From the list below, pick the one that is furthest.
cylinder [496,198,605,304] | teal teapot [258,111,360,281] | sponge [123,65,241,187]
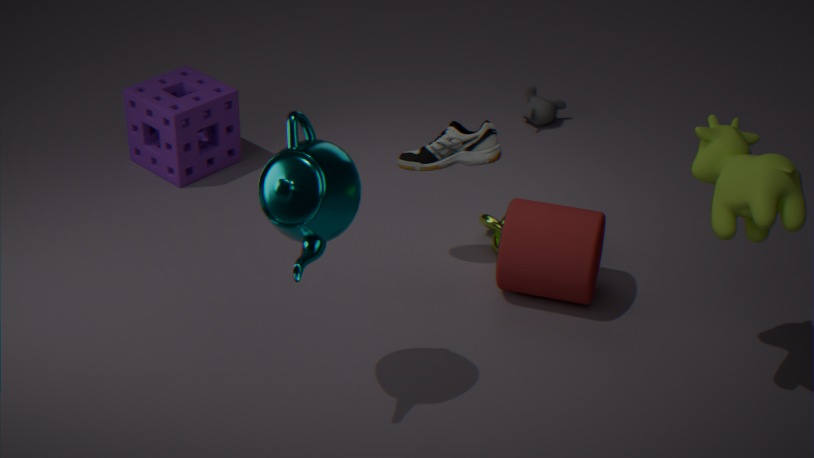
sponge [123,65,241,187]
